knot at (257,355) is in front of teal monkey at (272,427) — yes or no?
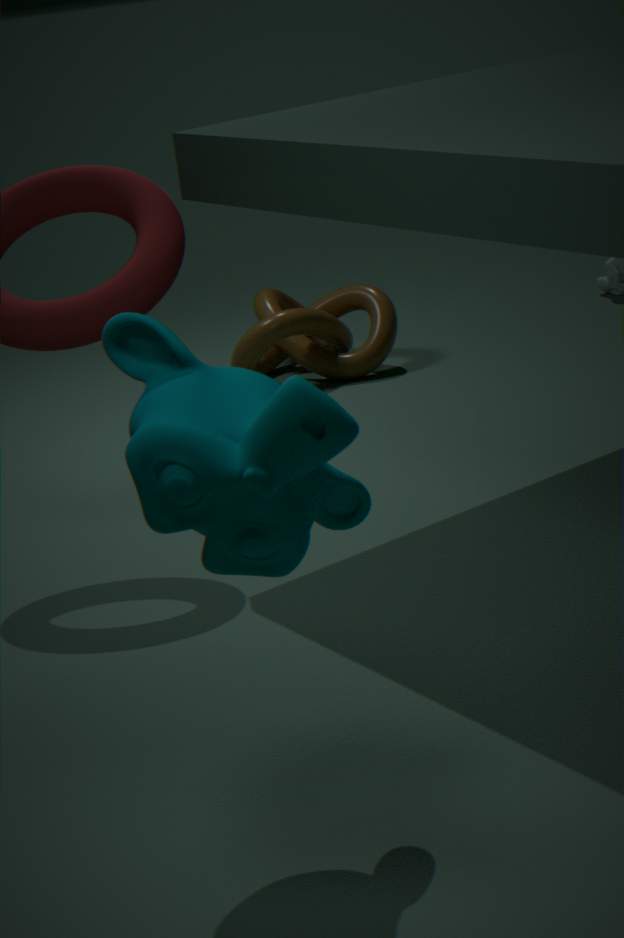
No
